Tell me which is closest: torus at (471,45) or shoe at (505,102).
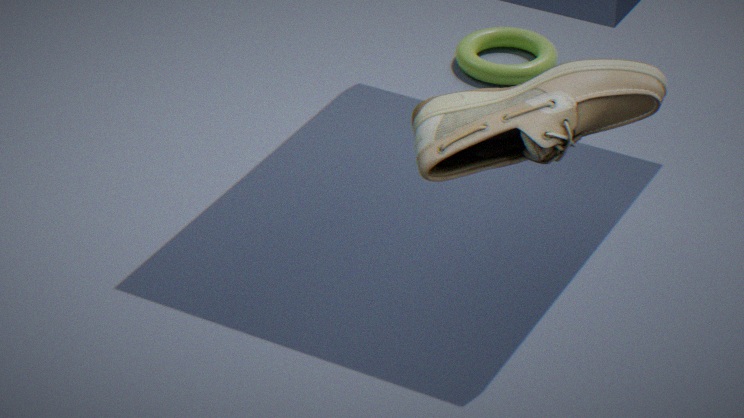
shoe at (505,102)
